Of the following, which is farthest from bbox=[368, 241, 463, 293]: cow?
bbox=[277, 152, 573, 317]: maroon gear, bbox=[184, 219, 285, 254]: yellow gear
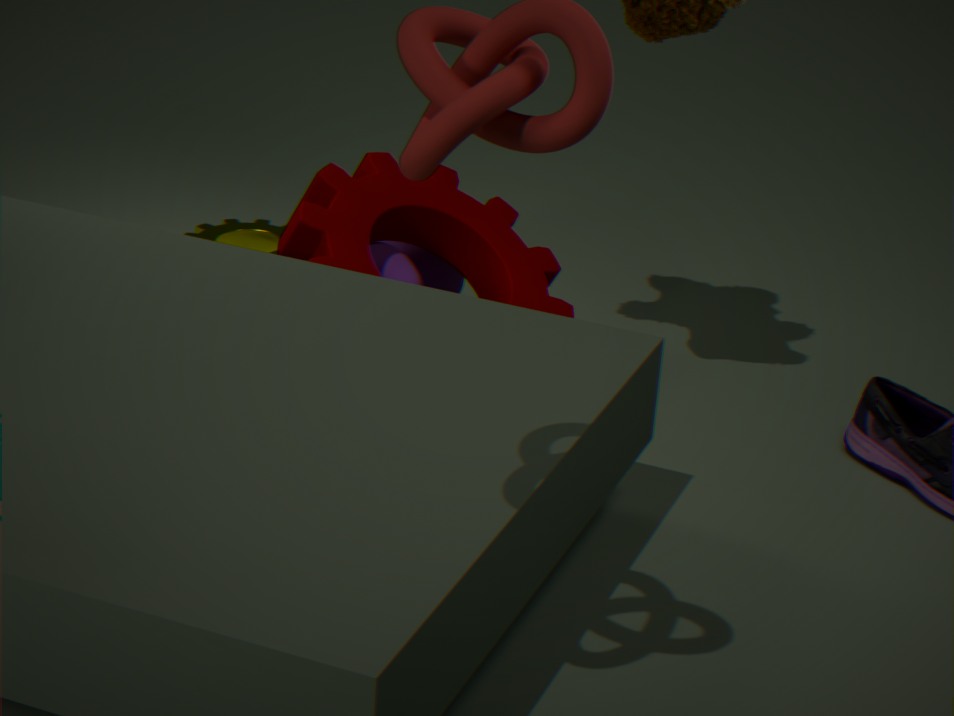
bbox=[184, 219, 285, 254]: yellow gear
